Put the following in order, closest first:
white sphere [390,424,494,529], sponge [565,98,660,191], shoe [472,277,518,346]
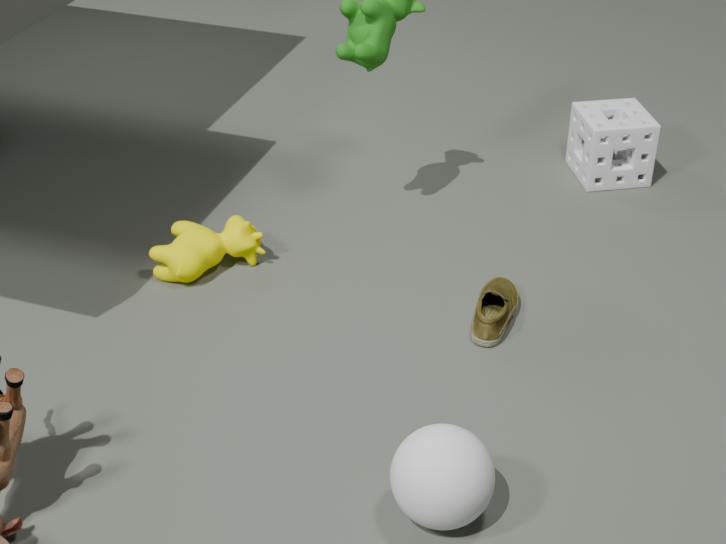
white sphere [390,424,494,529]
shoe [472,277,518,346]
sponge [565,98,660,191]
